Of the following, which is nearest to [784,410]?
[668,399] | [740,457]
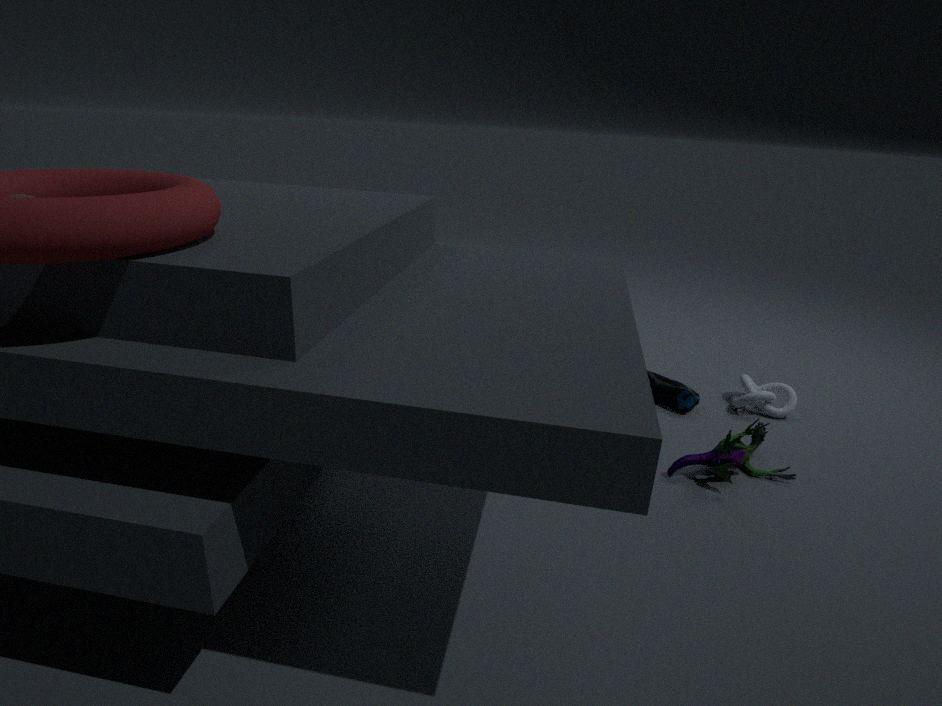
[668,399]
